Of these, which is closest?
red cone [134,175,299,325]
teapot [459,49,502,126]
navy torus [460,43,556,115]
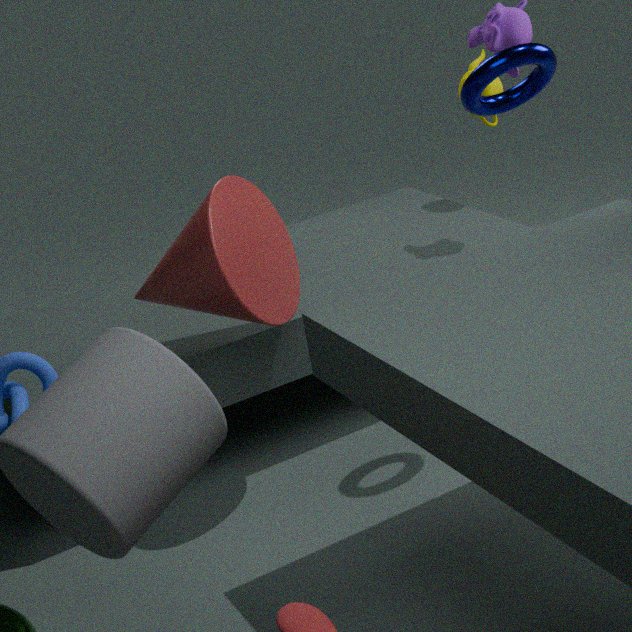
navy torus [460,43,556,115]
